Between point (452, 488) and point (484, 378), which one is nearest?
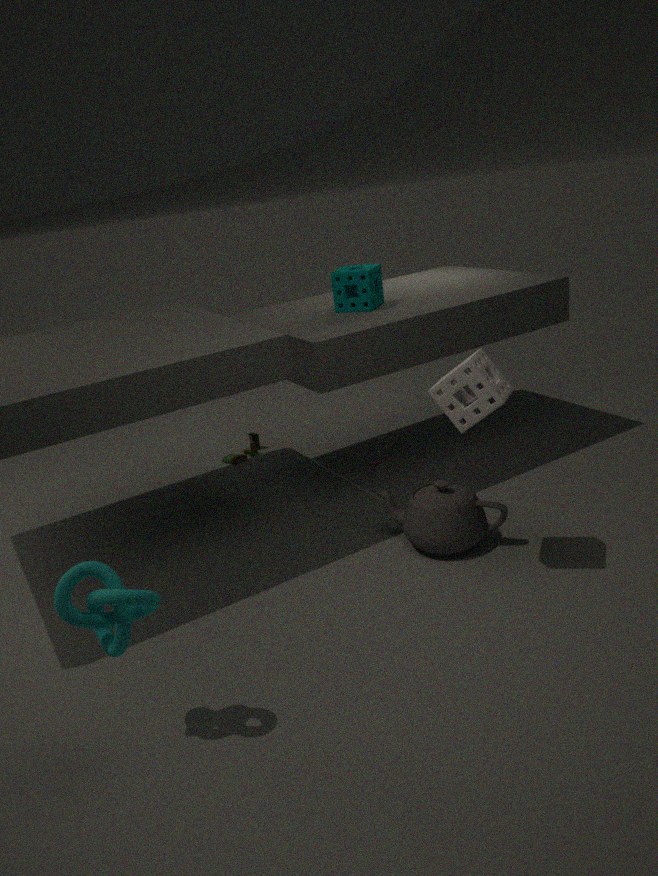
point (484, 378)
